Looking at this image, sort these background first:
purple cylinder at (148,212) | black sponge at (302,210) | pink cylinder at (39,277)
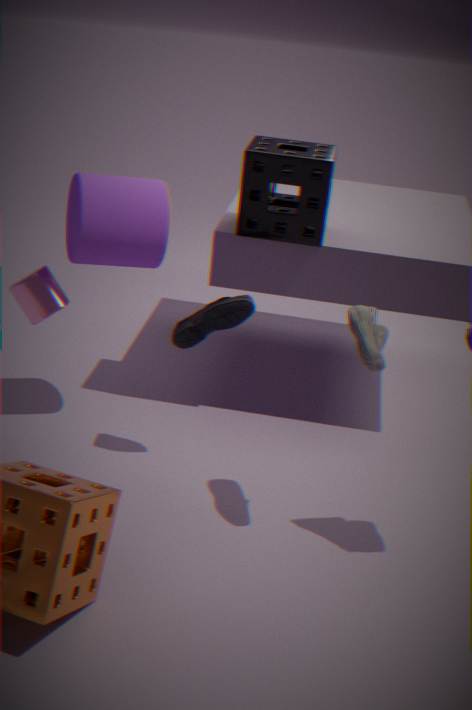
black sponge at (302,210), pink cylinder at (39,277), purple cylinder at (148,212)
